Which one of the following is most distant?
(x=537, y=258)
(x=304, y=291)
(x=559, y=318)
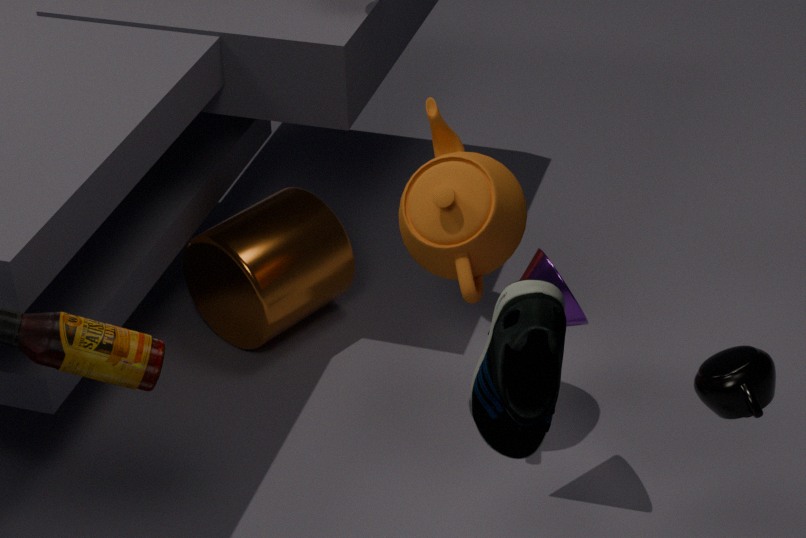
(x=304, y=291)
